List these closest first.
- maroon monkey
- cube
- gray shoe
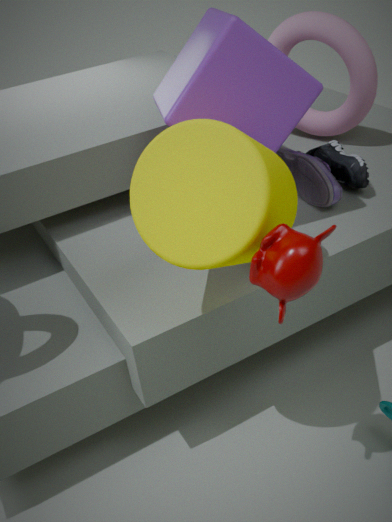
maroon monkey → cube → gray shoe
